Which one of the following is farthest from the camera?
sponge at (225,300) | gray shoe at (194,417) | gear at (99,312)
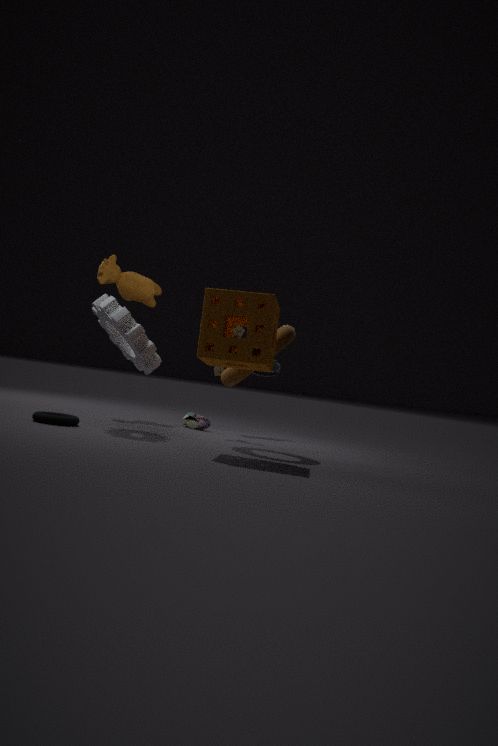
gray shoe at (194,417)
